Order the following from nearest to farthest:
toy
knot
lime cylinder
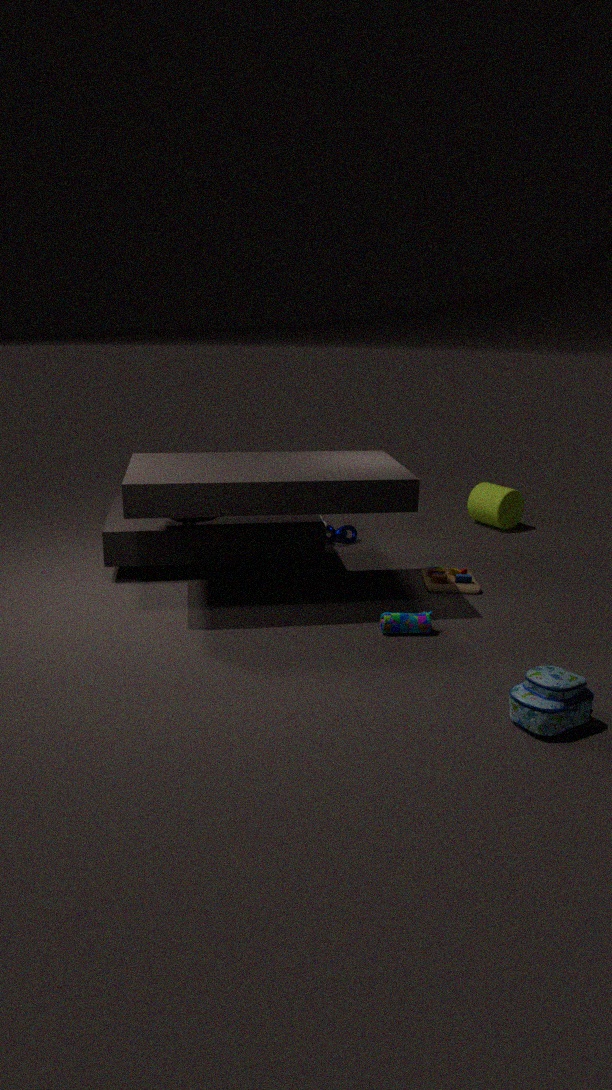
toy → knot → lime cylinder
